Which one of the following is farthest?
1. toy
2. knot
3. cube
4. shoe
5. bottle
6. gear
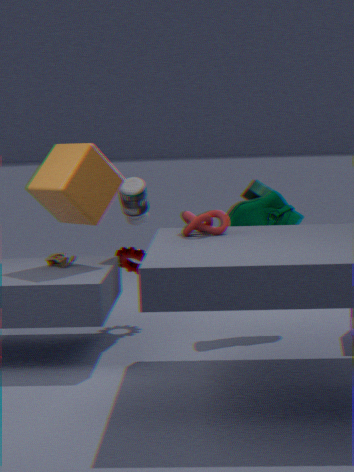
gear
